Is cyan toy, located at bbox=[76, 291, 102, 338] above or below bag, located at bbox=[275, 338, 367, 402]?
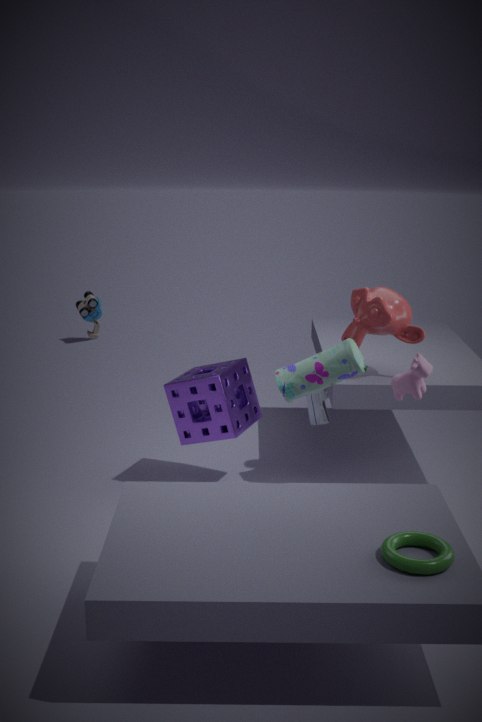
below
